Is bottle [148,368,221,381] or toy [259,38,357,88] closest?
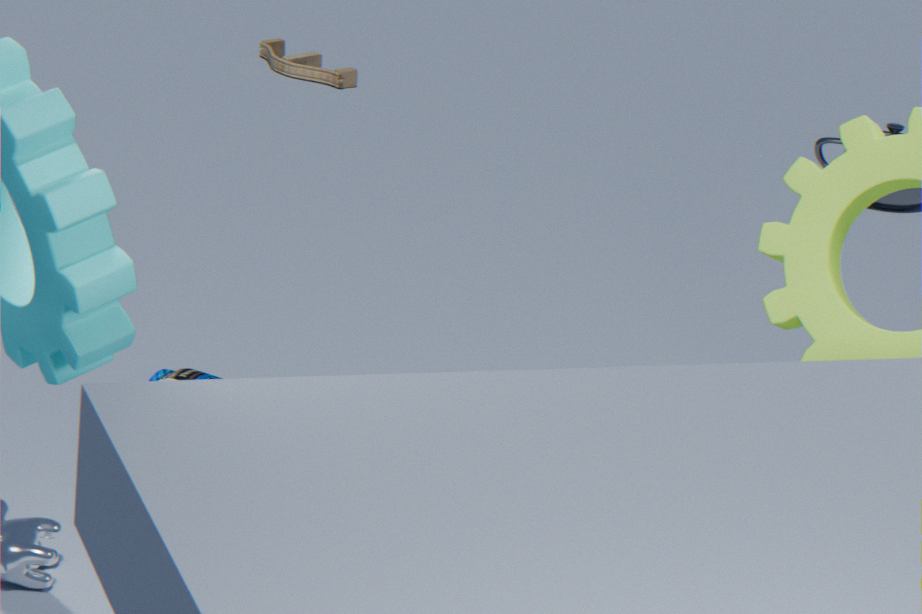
bottle [148,368,221,381]
